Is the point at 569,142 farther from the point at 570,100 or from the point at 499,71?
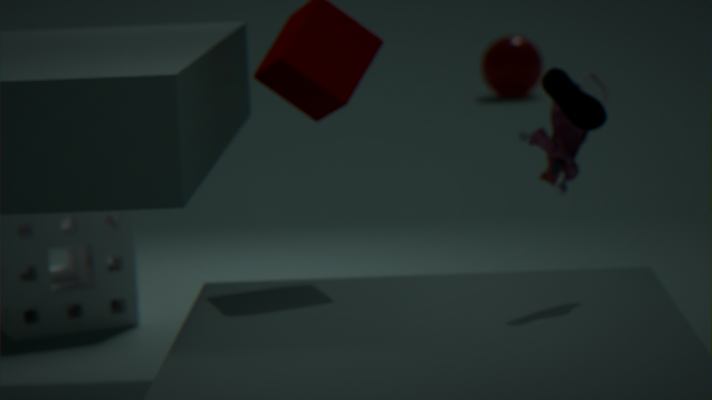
the point at 499,71
